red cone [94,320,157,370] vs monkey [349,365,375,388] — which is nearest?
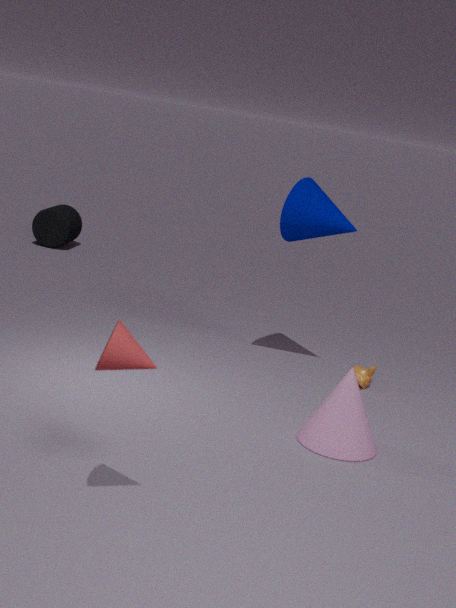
red cone [94,320,157,370]
